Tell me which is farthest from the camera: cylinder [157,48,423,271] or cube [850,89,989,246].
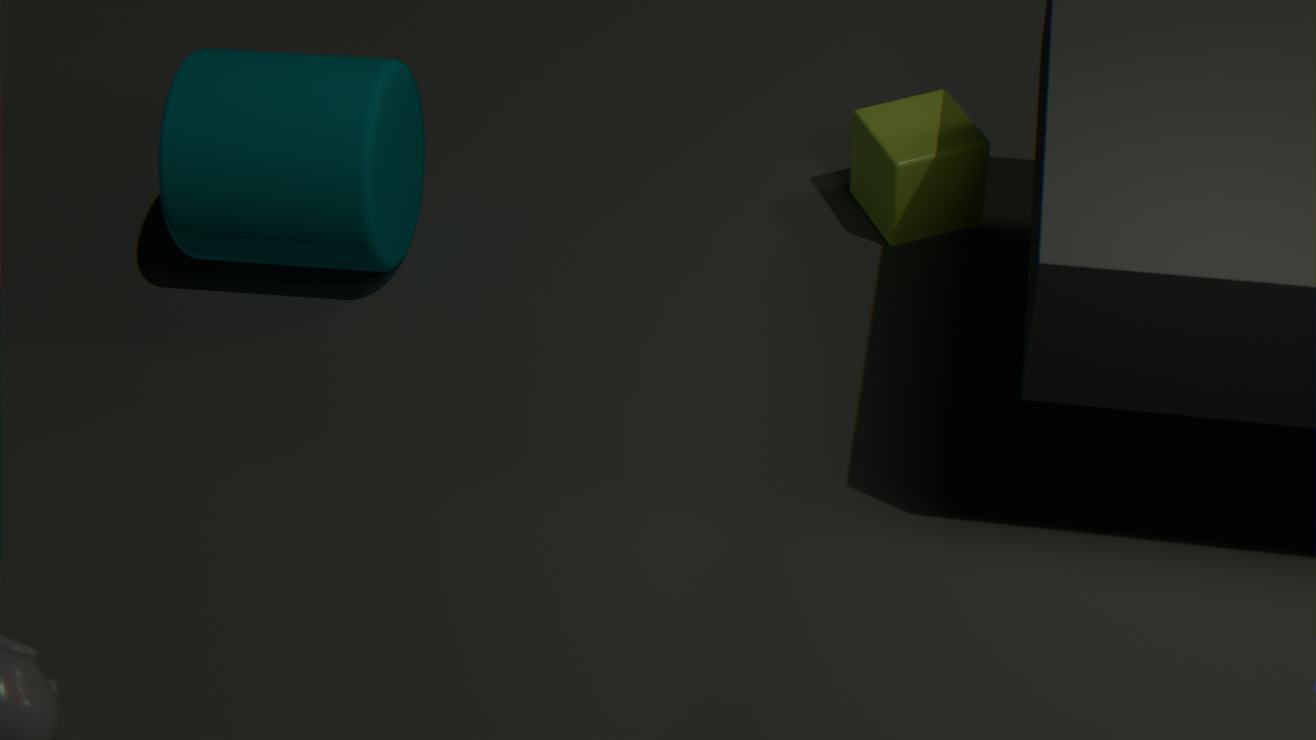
cube [850,89,989,246]
